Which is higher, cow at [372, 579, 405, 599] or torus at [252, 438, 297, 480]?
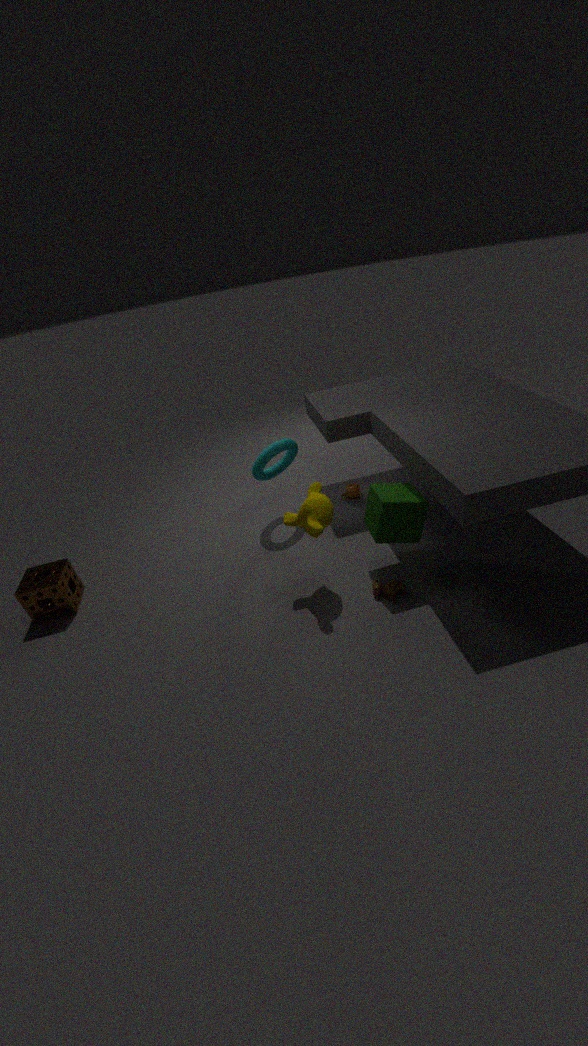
torus at [252, 438, 297, 480]
